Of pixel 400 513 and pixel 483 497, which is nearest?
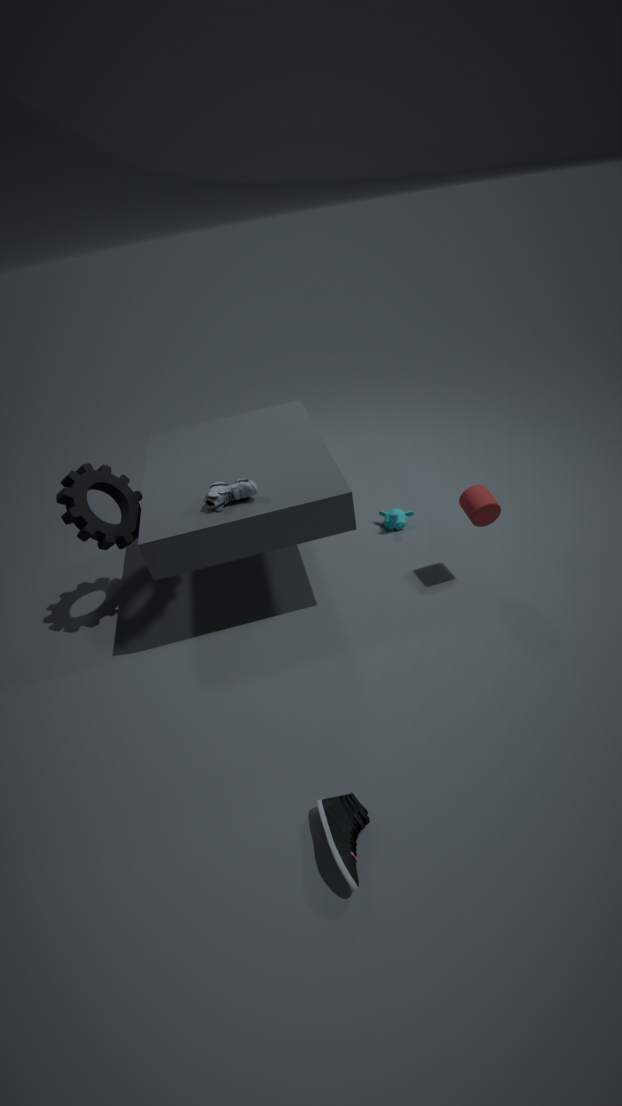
pixel 483 497
